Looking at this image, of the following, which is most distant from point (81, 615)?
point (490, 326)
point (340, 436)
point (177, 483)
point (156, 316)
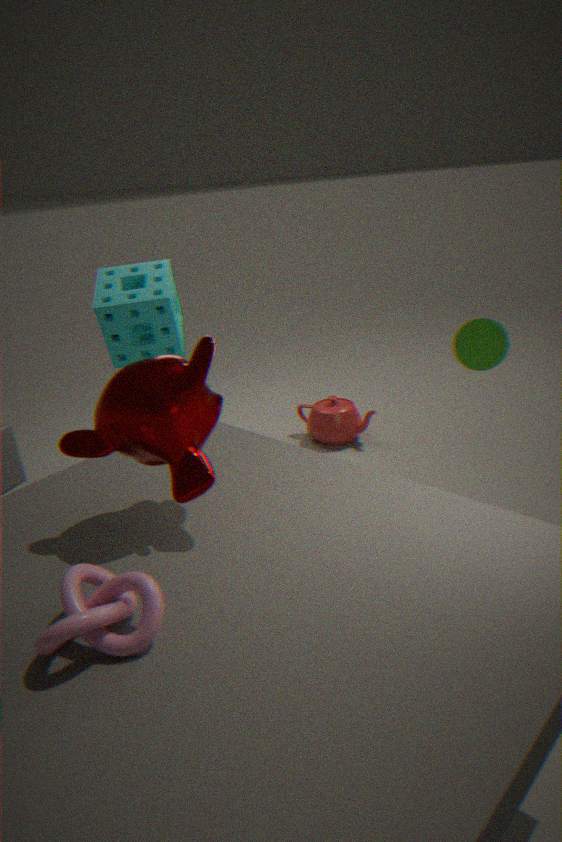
point (340, 436)
